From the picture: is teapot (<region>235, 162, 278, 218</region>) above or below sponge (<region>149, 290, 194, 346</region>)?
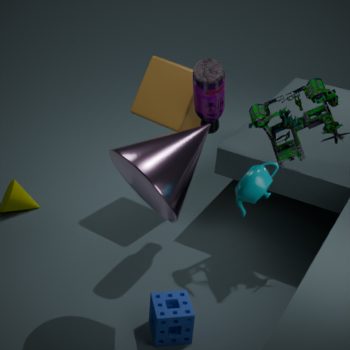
above
